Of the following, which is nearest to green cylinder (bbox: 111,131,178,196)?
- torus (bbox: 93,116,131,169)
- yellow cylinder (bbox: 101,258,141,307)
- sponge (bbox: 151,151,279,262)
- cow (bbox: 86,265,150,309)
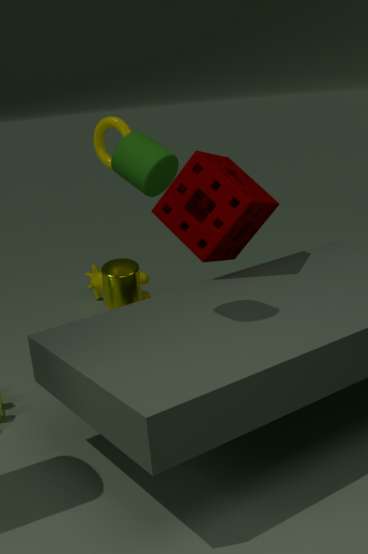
sponge (bbox: 151,151,279,262)
